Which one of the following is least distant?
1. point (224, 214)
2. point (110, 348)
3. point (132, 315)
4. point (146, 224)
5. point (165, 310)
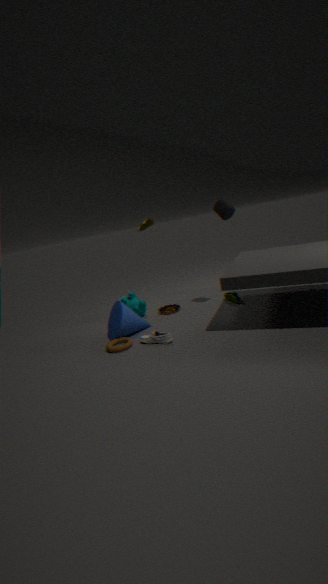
point (110, 348)
